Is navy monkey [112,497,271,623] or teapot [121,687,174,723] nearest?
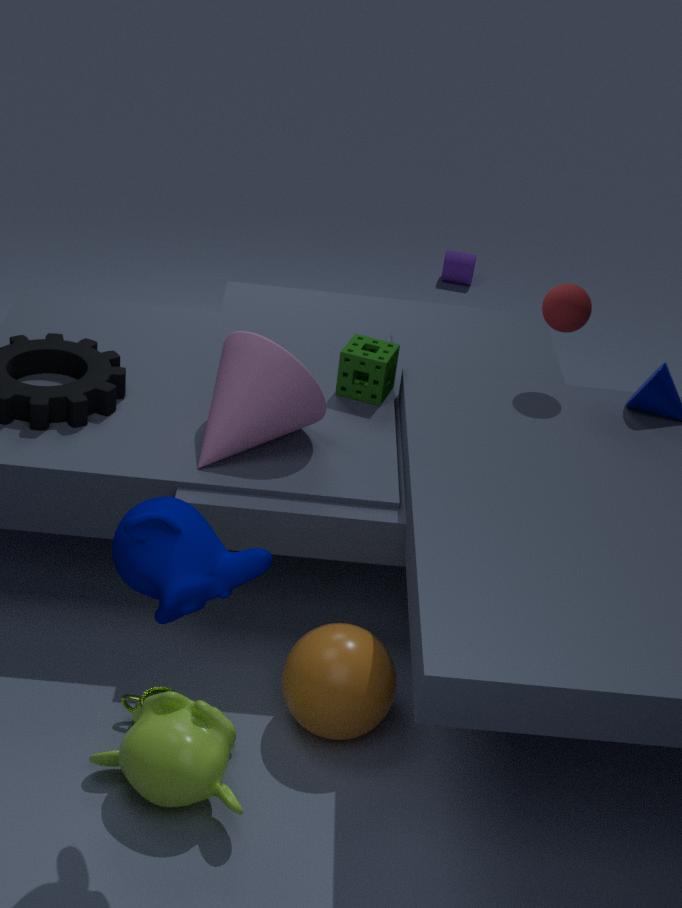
navy monkey [112,497,271,623]
